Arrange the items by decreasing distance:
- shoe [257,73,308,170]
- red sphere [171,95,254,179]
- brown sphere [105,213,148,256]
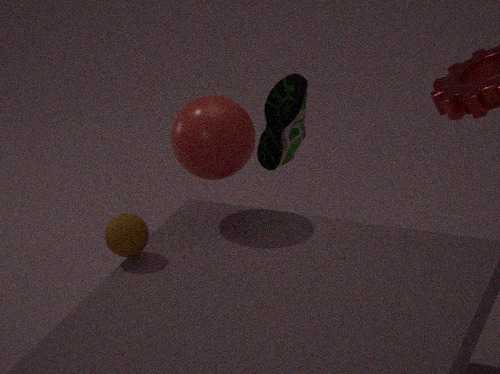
shoe [257,73,308,170] < red sphere [171,95,254,179] < brown sphere [105,213,148,256]
